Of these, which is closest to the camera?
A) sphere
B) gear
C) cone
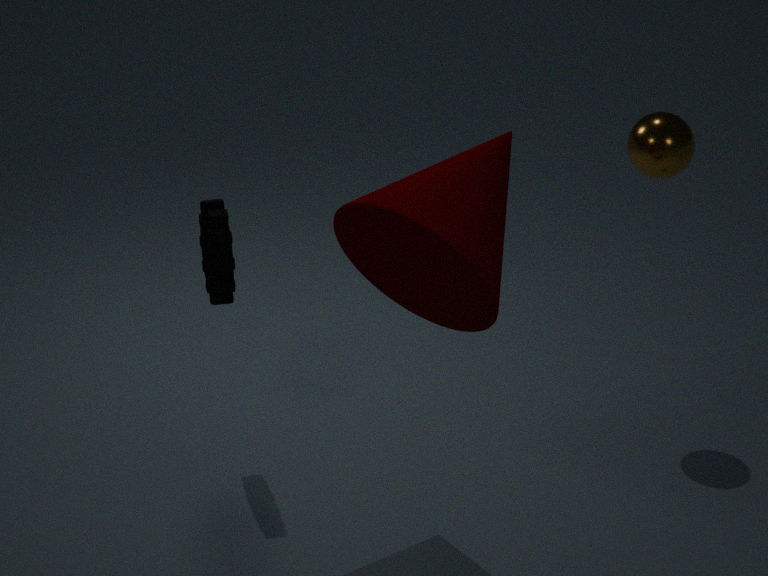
cone
